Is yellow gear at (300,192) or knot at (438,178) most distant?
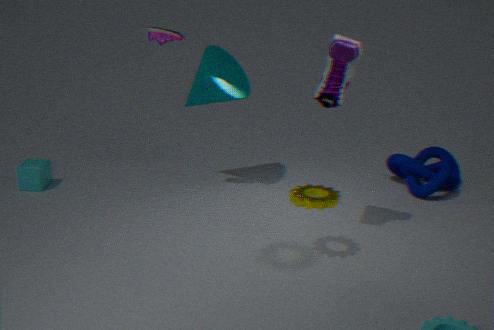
knot at (438,178)
